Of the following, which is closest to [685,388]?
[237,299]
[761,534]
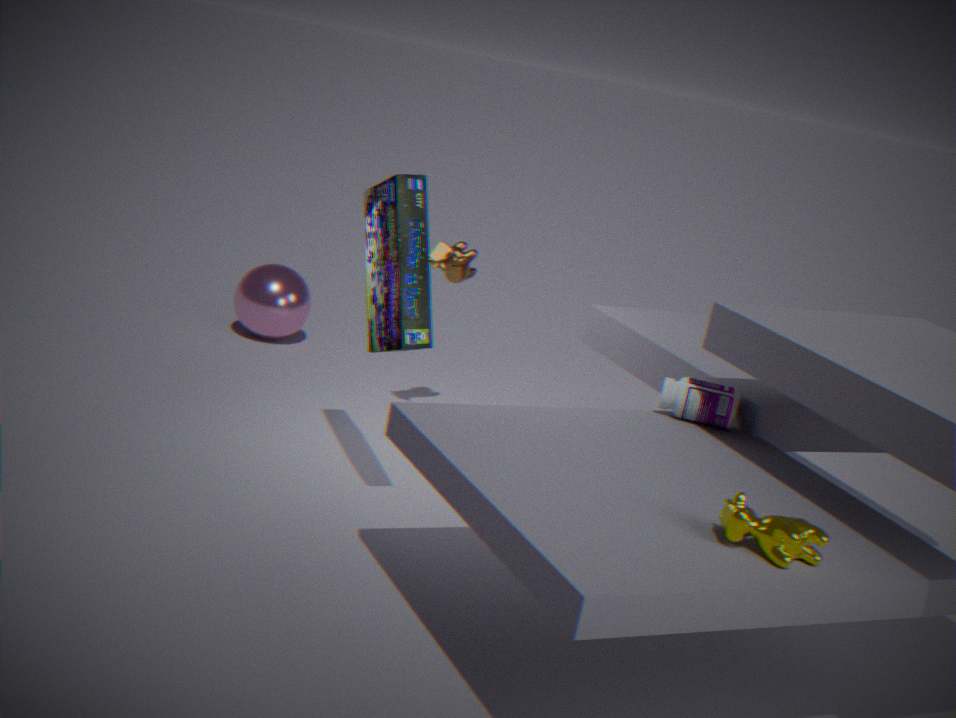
[761,534]
